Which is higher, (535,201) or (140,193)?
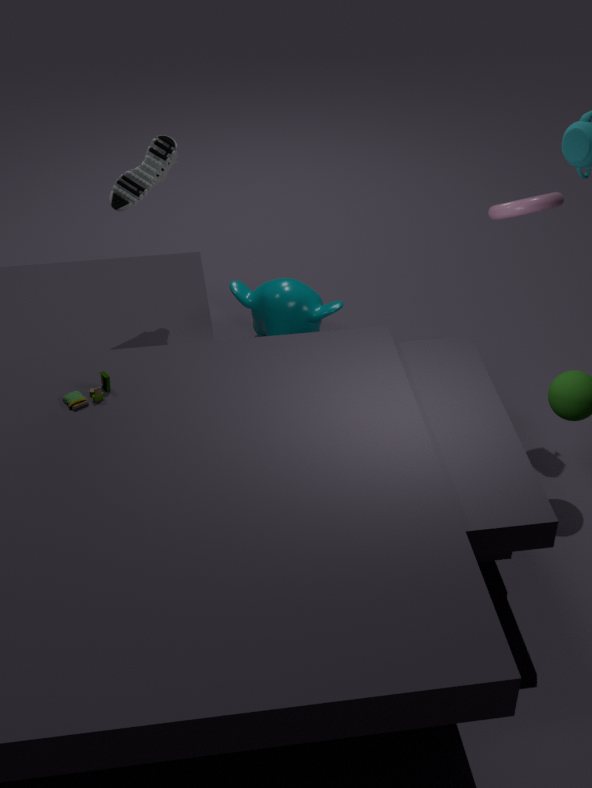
Answer: (140,193)
